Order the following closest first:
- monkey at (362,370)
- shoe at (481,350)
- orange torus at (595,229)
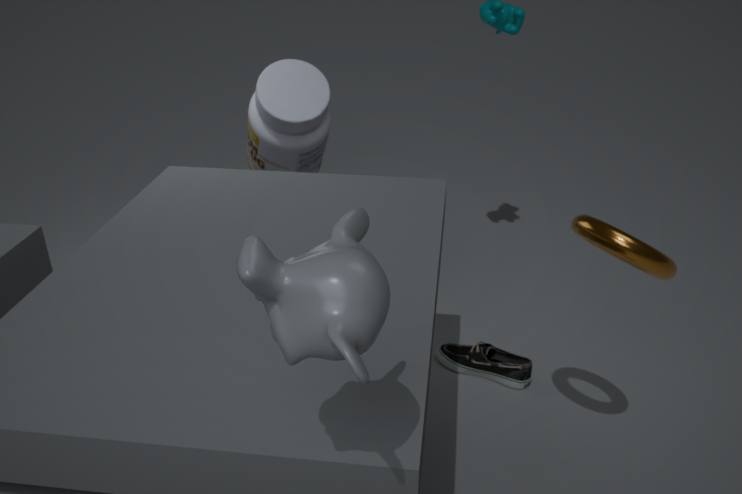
monkey at (362,370), orange torus at (595,229), shoe at (481,350)
